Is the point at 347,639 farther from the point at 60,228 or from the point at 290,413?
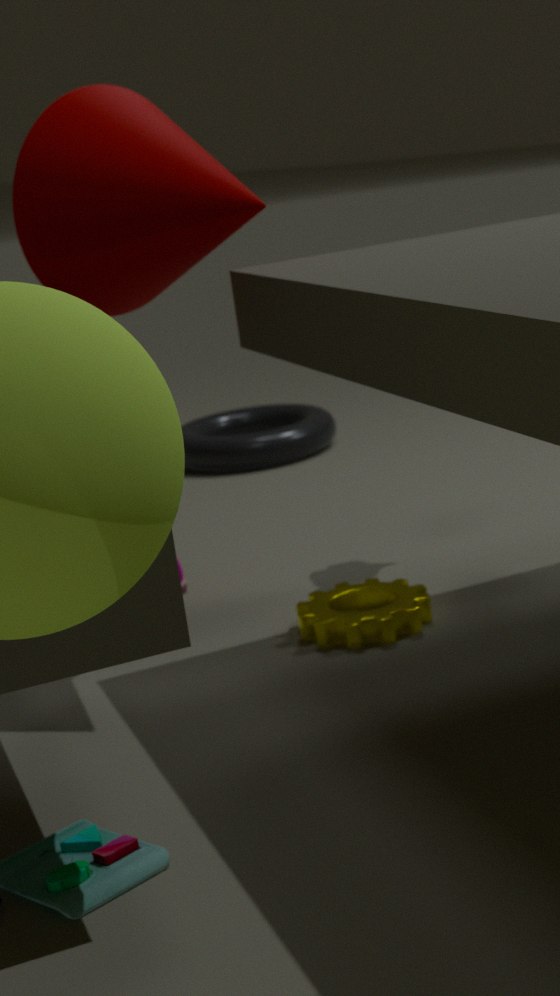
the point at 290,413
